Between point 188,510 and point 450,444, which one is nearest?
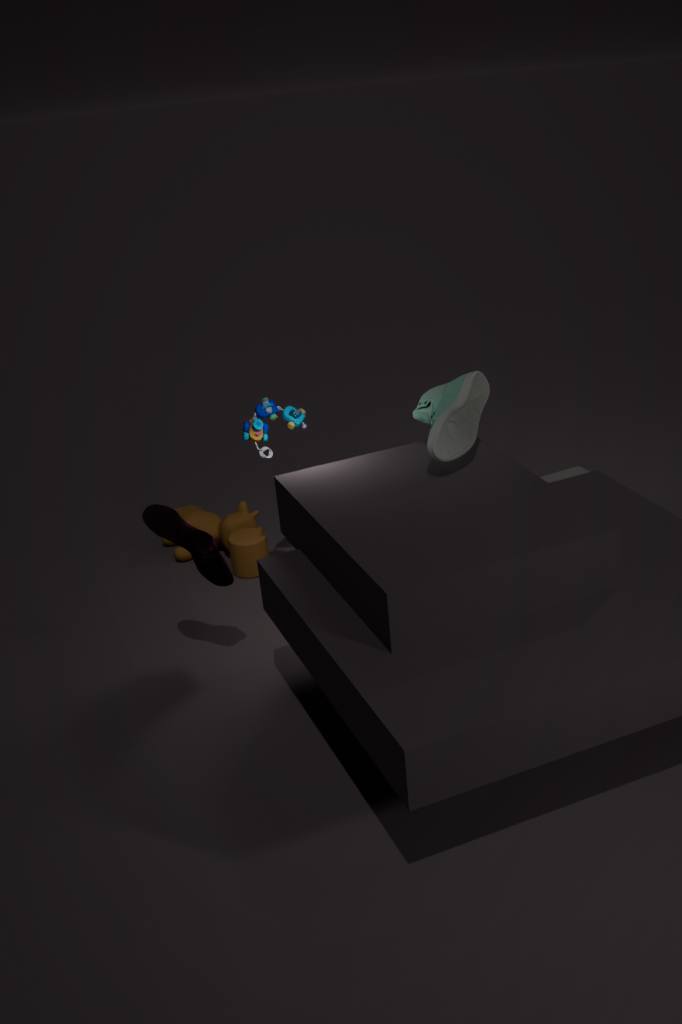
point 450,444
